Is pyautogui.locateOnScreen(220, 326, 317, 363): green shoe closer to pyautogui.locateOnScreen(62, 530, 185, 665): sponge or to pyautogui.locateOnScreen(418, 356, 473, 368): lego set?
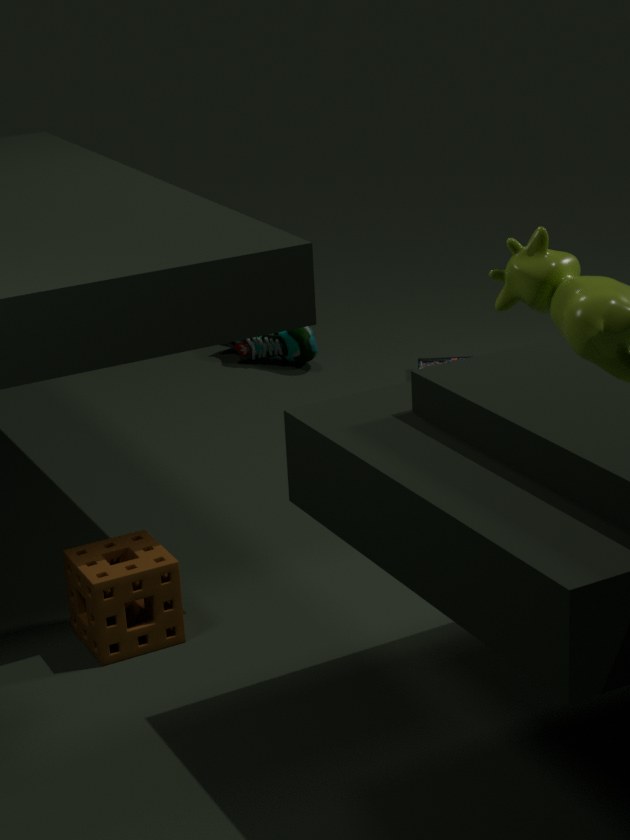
pyautogui.locateOnScreen(418, 356, 473, 368): lego set
